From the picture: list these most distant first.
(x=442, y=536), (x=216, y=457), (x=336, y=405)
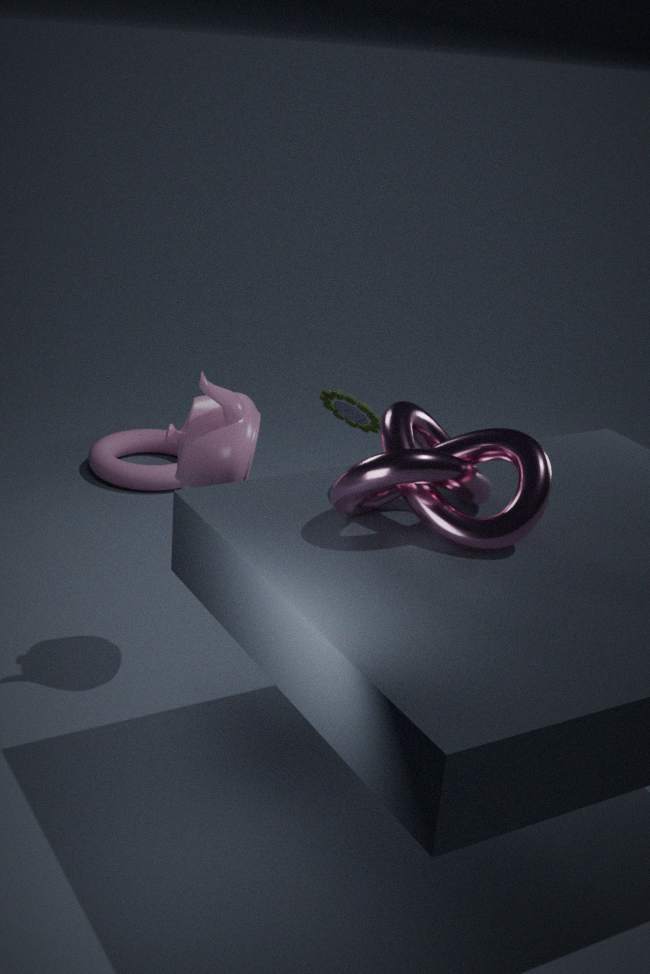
(x=336, y=405), (x=216, y=457), (x=442, y=536)
